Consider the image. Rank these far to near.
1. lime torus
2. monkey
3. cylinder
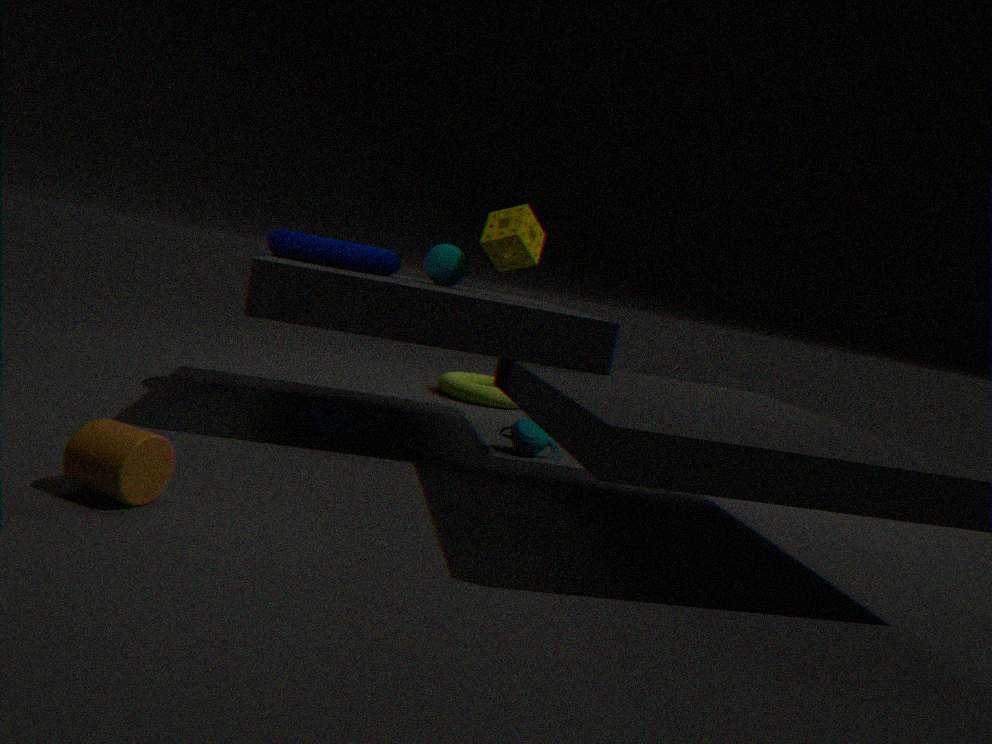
1. lime torus
2. monkey
3. cylinder
